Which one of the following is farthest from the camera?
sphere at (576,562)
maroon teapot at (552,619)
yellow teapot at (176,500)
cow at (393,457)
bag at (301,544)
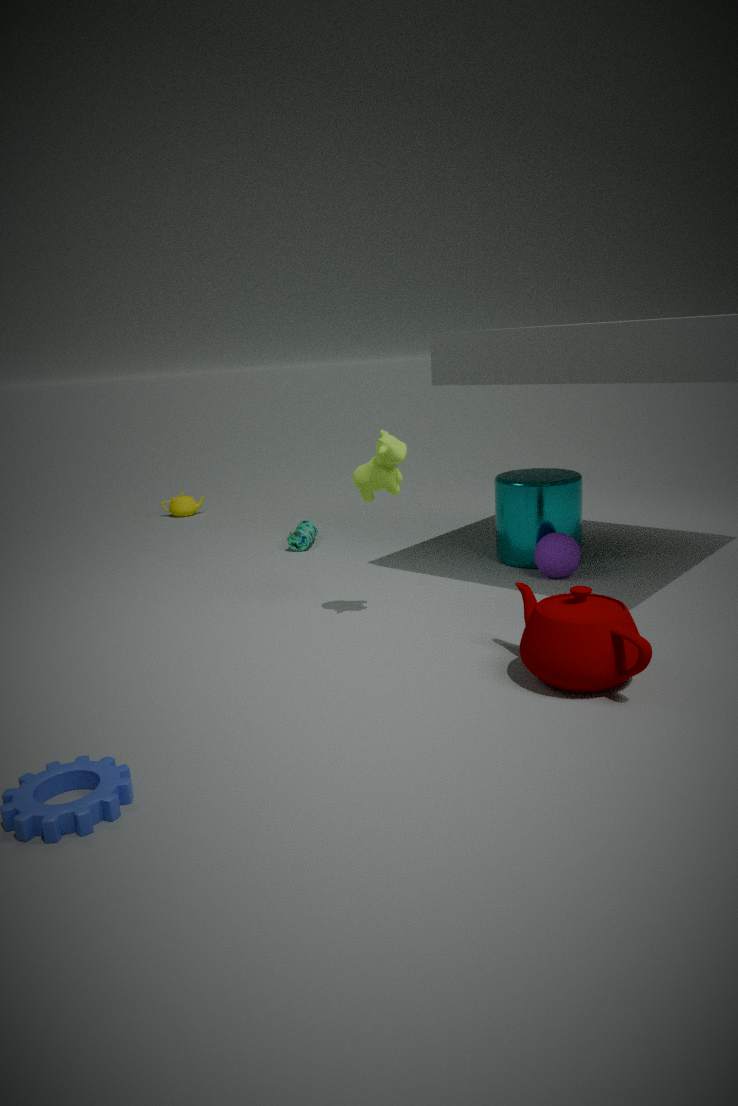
yellow teapot at (176,500)
